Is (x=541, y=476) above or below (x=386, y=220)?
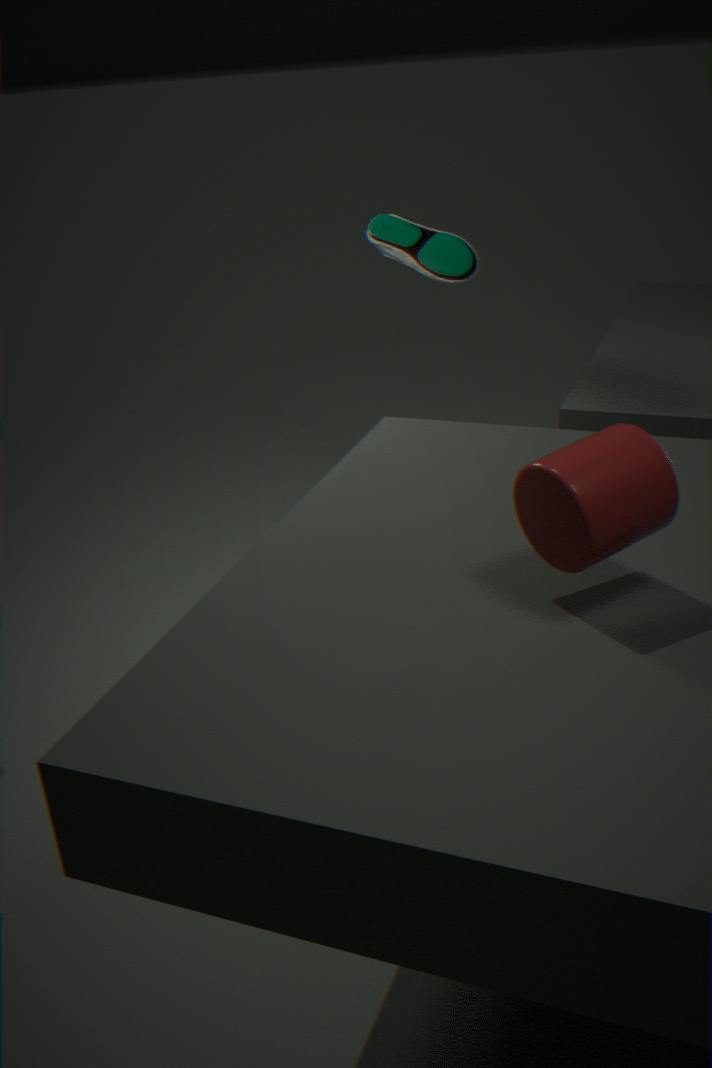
below
